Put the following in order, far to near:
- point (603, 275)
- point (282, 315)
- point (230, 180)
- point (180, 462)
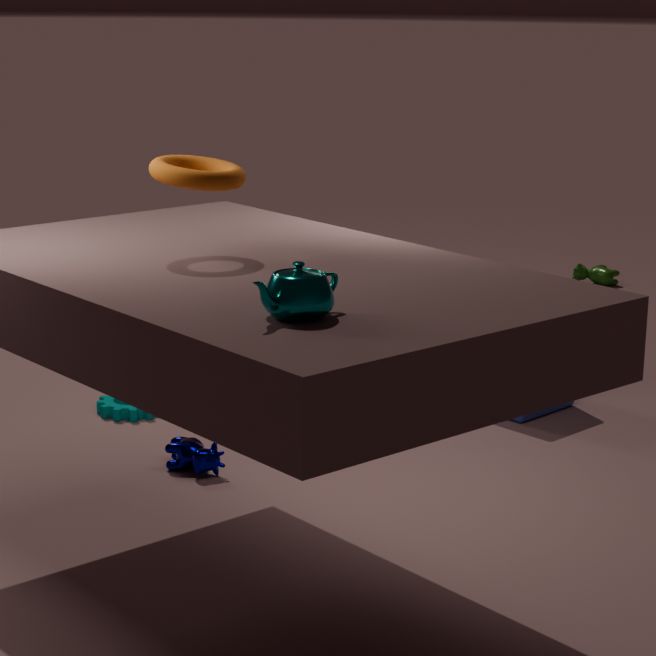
point (603, 275) < point (180, 462) < point (230, 180) < point (282, 315)
